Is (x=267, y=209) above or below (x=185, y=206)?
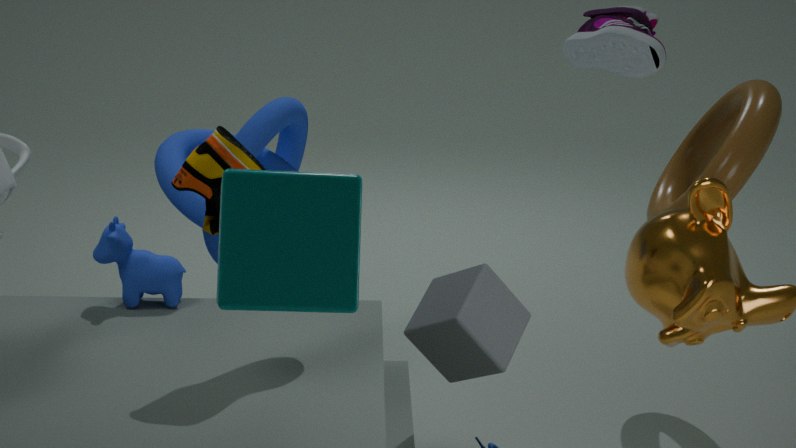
above
